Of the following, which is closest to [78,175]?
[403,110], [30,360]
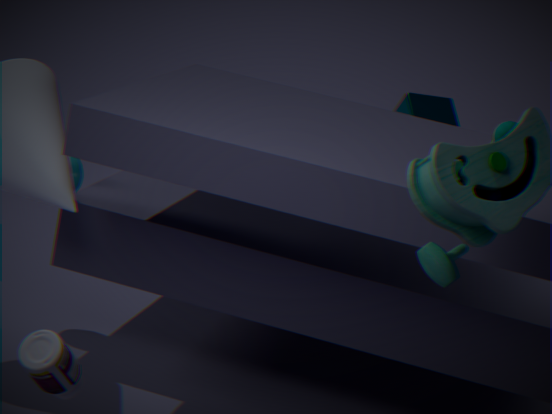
[403,110]
